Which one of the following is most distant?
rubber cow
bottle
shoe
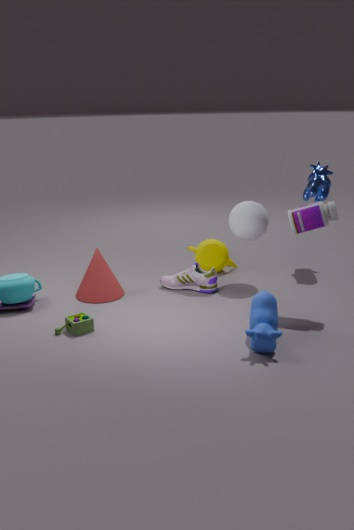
shoe
